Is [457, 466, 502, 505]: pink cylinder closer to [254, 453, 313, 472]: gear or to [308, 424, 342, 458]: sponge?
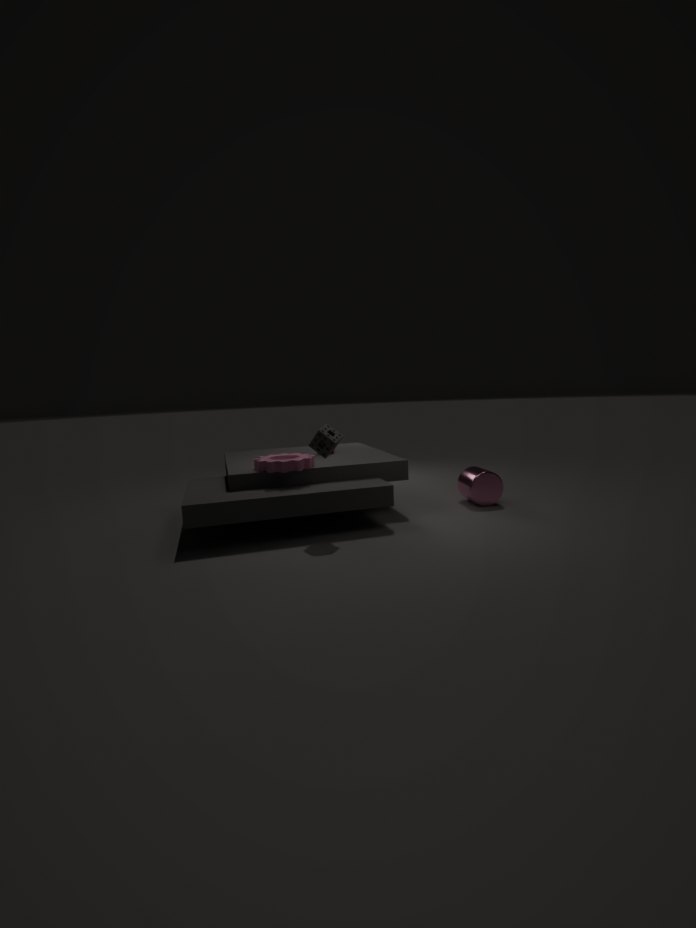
[308, 424, 342, 458]: sponge
